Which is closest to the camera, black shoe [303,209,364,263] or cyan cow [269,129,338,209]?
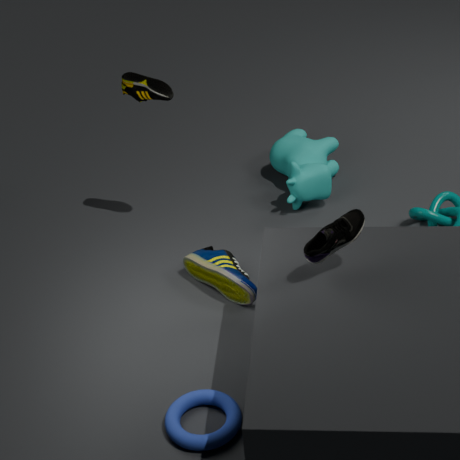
black shoe [303,209,364,263]
